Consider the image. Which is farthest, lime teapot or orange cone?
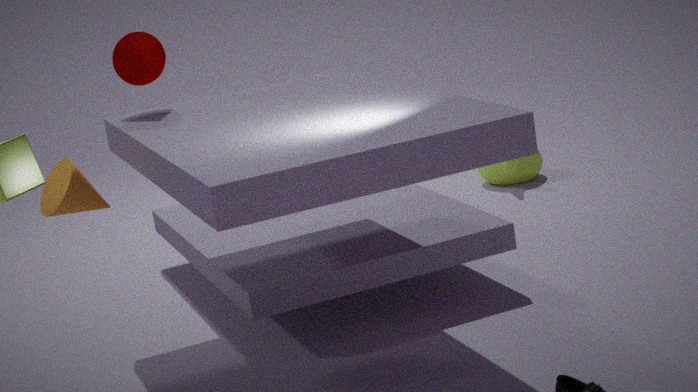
lime teapot
